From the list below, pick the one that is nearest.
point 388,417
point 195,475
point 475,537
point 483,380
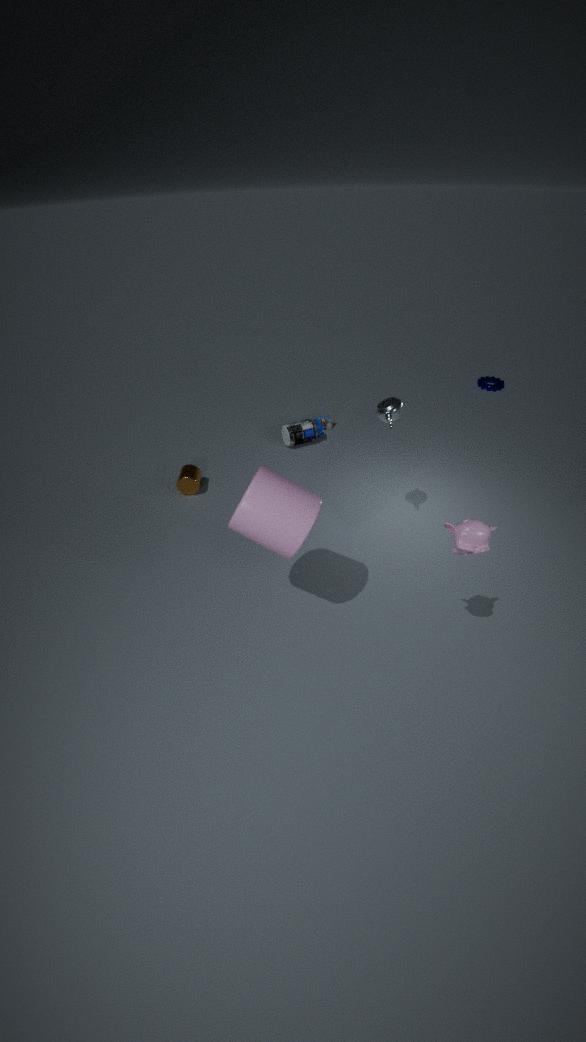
point 475,537
